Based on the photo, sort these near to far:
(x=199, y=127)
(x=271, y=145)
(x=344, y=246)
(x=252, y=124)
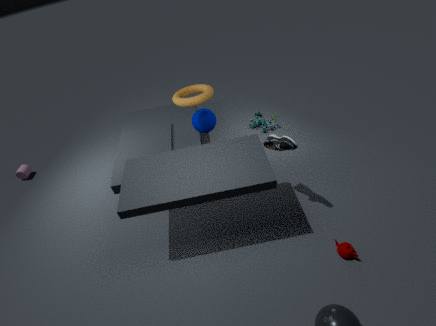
(x=344, y=246) → (x=271, y=145) → (x=199, y=127) → (x=252, y=124)
